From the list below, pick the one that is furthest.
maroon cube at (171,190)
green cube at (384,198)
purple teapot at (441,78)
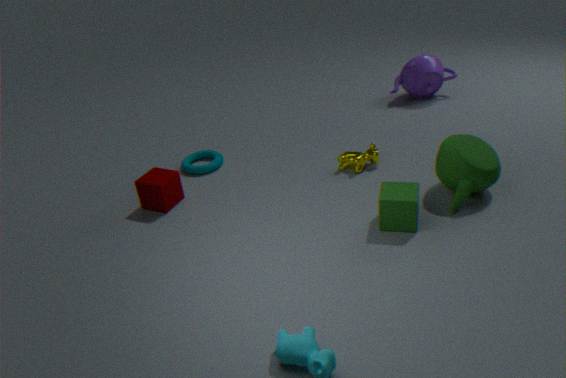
purple teapot at (441,78)
